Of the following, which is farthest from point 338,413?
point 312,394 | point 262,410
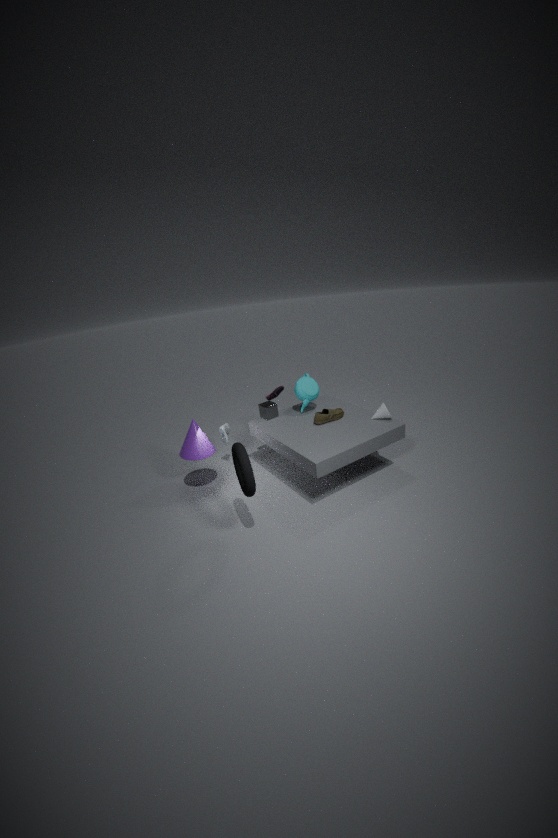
point 262,410
